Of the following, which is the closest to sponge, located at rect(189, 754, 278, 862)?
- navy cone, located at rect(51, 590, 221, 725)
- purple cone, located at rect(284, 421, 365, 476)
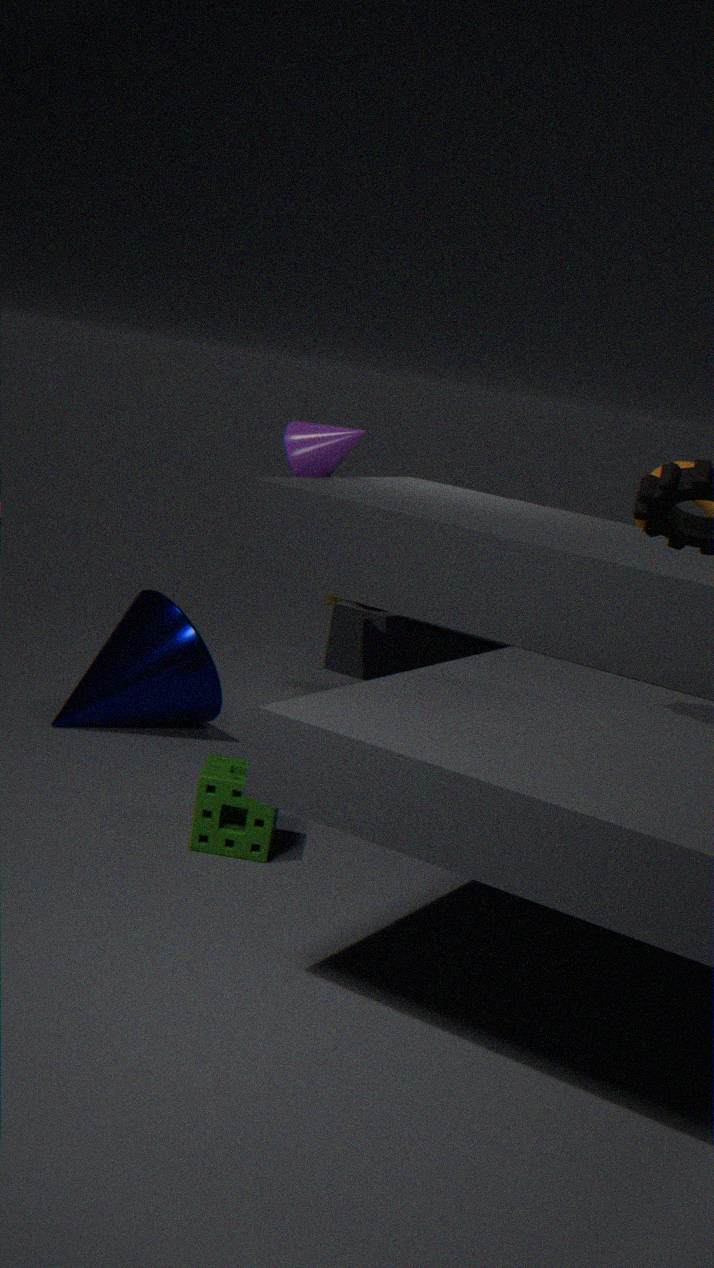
navy cone, located at rect(51, 590, 221, 725)
